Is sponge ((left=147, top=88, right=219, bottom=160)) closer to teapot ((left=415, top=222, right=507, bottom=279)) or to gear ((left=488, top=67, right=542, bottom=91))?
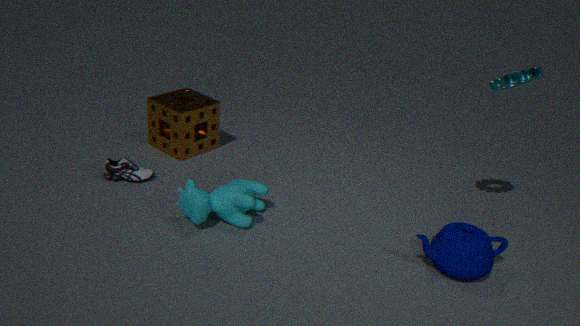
teapot ((left=415, top=222, right=507, bottom=279))
